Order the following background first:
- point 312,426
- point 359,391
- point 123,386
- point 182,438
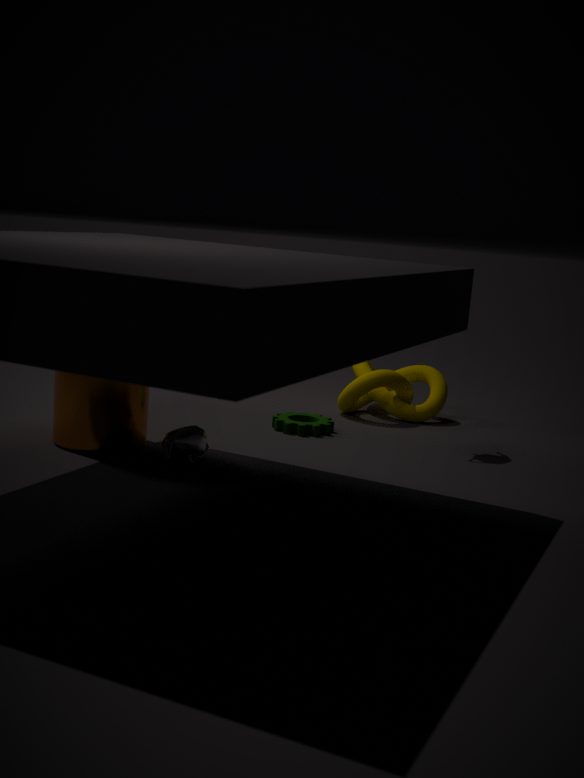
point 359,391 < point 312,426 < point 123,386 < point 182,438
